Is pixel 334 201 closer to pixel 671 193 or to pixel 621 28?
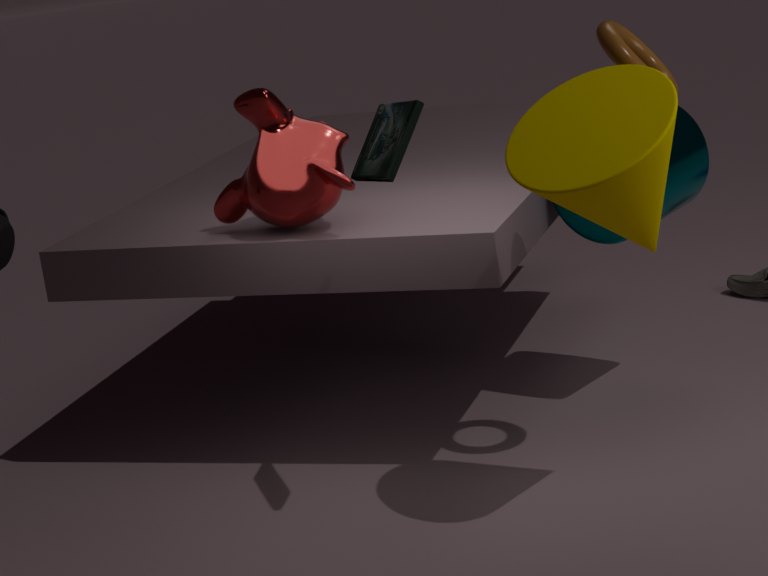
pixel 621 28
